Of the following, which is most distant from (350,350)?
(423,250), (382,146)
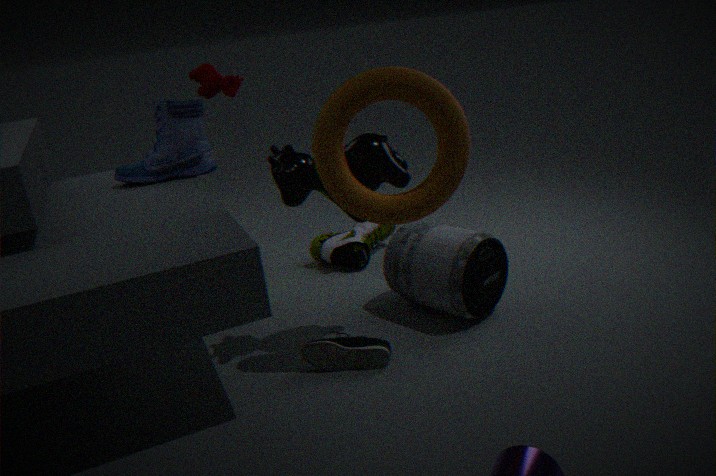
(382,146)
